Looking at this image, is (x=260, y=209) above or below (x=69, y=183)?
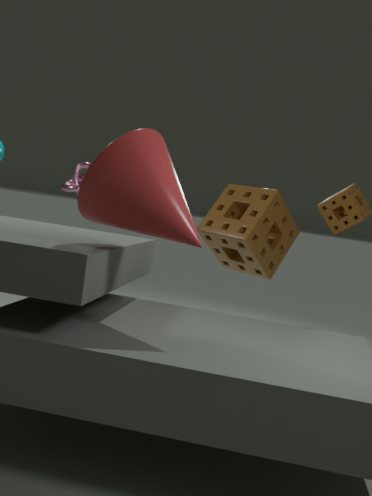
below
